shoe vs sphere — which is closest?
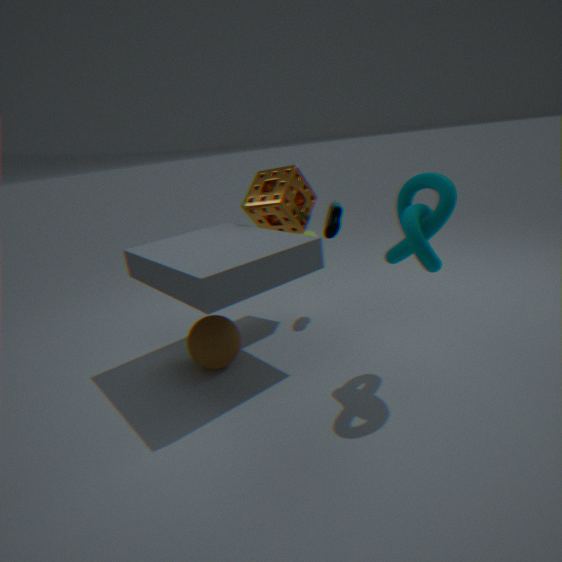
sphere
